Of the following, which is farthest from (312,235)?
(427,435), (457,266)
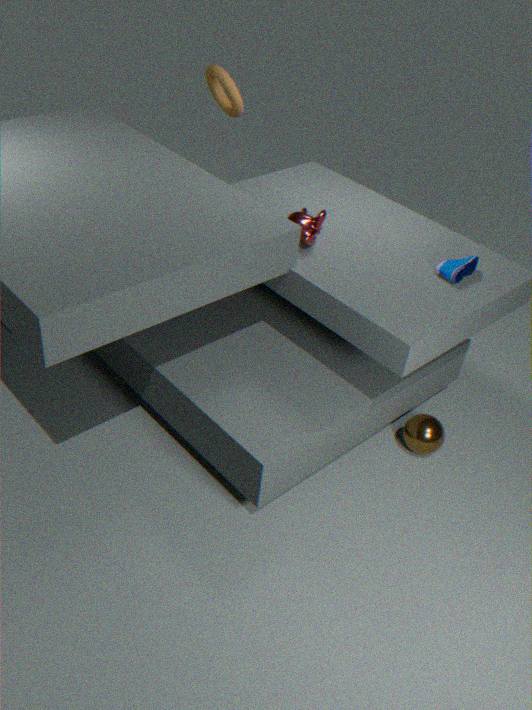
(427,435)
